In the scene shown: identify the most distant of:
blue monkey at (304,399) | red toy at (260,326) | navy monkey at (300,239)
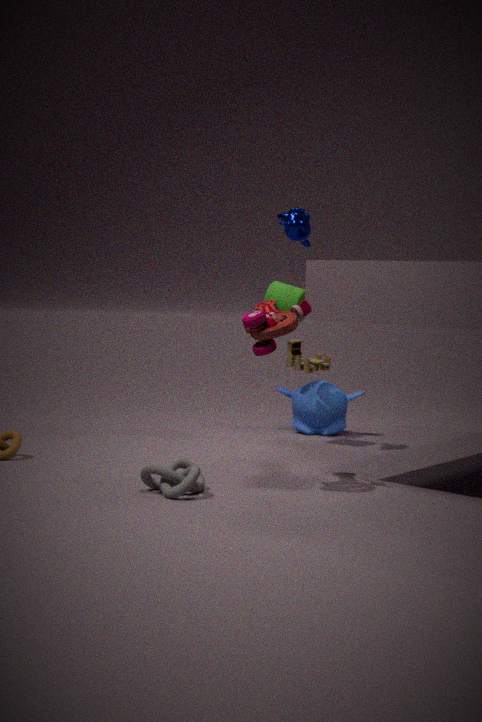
blue monkey at (304,399)
